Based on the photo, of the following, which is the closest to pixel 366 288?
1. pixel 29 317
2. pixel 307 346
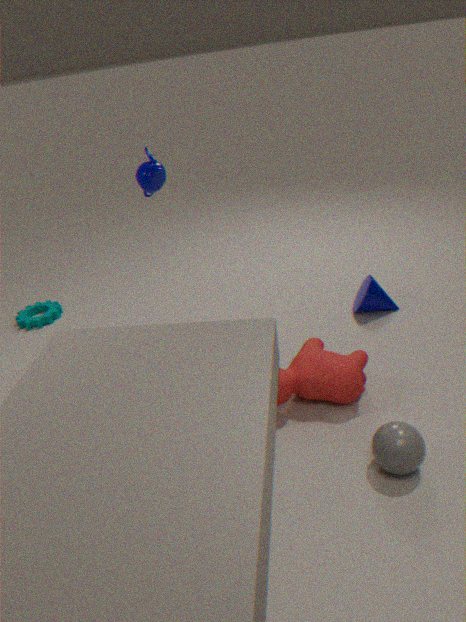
pixel 307 346
